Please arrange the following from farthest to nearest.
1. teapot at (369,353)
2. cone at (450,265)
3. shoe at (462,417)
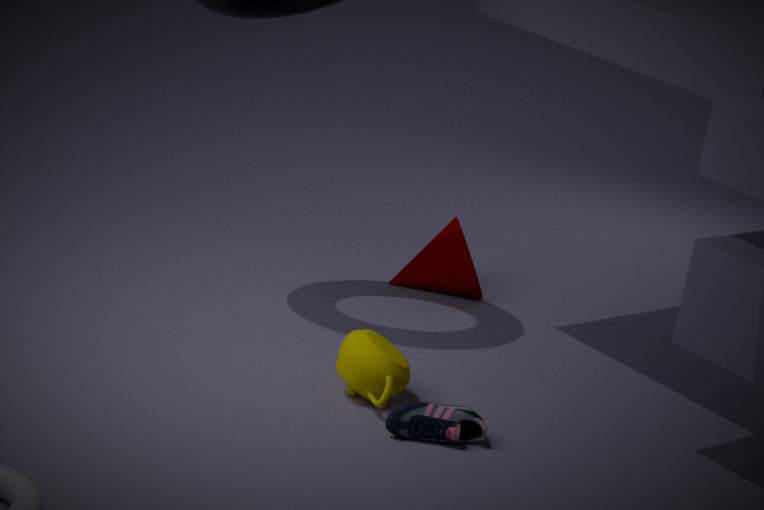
cone at (450,265)
teapot at (369,353)
shoe at (462,417)
